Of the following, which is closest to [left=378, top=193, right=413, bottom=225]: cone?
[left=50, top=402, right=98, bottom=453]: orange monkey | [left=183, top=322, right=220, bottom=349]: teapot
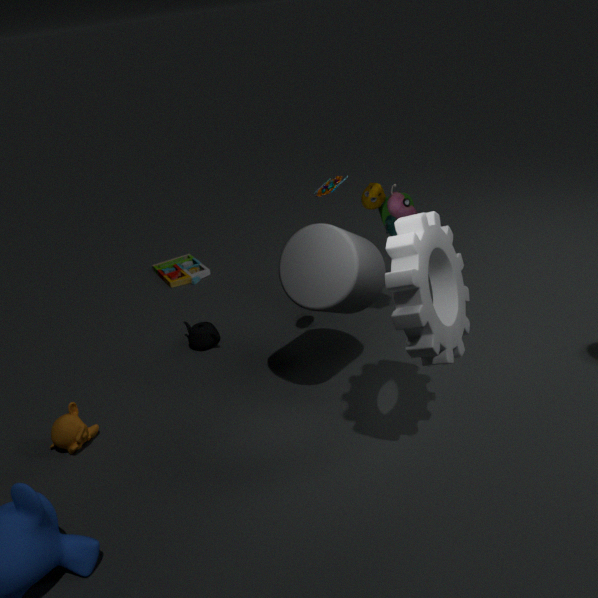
[left=183, top=322, right=220, bottom=349]: teapot
